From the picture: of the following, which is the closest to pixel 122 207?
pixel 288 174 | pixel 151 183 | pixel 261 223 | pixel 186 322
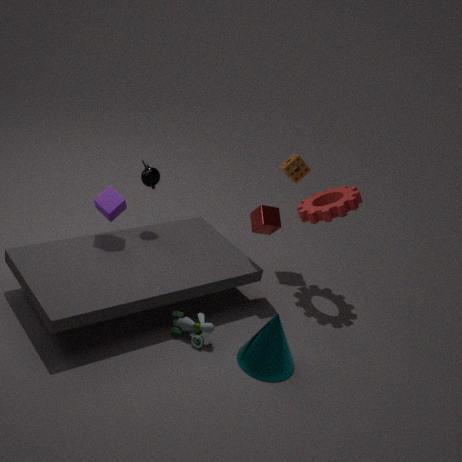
pixel 151 183
